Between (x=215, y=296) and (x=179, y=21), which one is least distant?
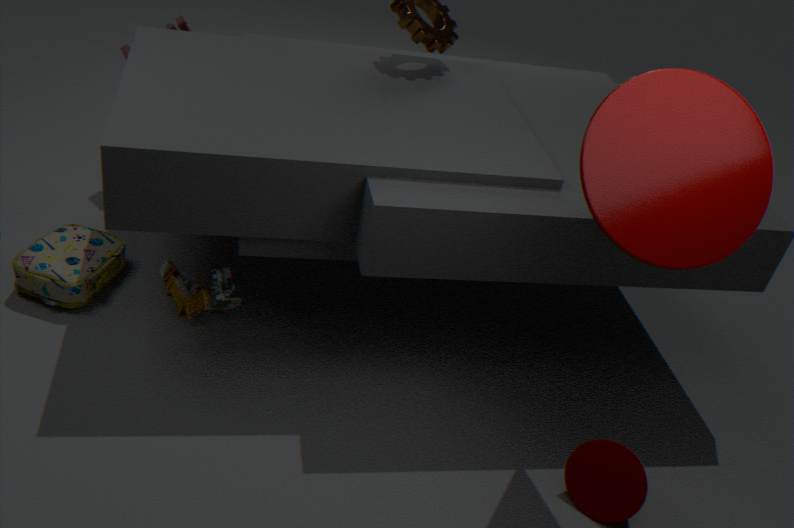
(x=215, y=296)
